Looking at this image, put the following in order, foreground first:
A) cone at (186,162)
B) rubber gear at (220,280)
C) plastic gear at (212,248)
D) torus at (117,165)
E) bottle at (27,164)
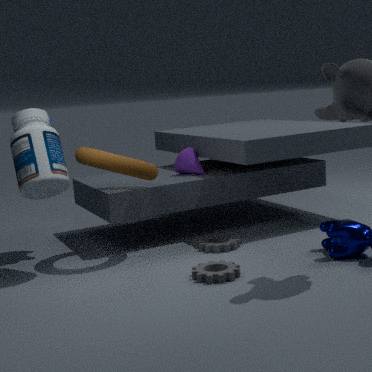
rubber gear at (220,280)
bottle at (27,164)
torus at (117,165)
plastic gear at (212,248)
cone at (186,162)
